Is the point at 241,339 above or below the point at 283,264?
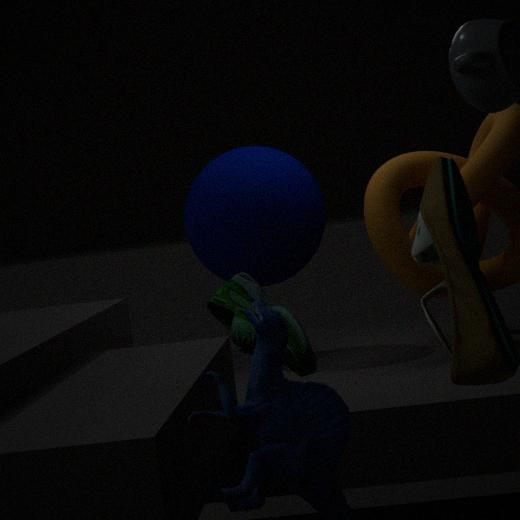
below
